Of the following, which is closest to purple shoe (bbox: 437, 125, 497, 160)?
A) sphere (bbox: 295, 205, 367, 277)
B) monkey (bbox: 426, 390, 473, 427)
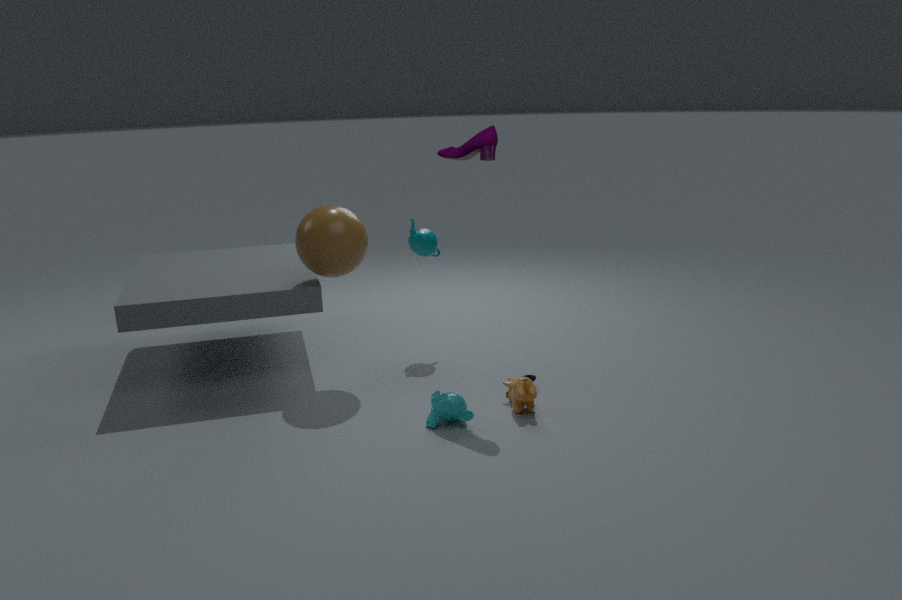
sphere (bbox: 295, 205, 367, 277)
